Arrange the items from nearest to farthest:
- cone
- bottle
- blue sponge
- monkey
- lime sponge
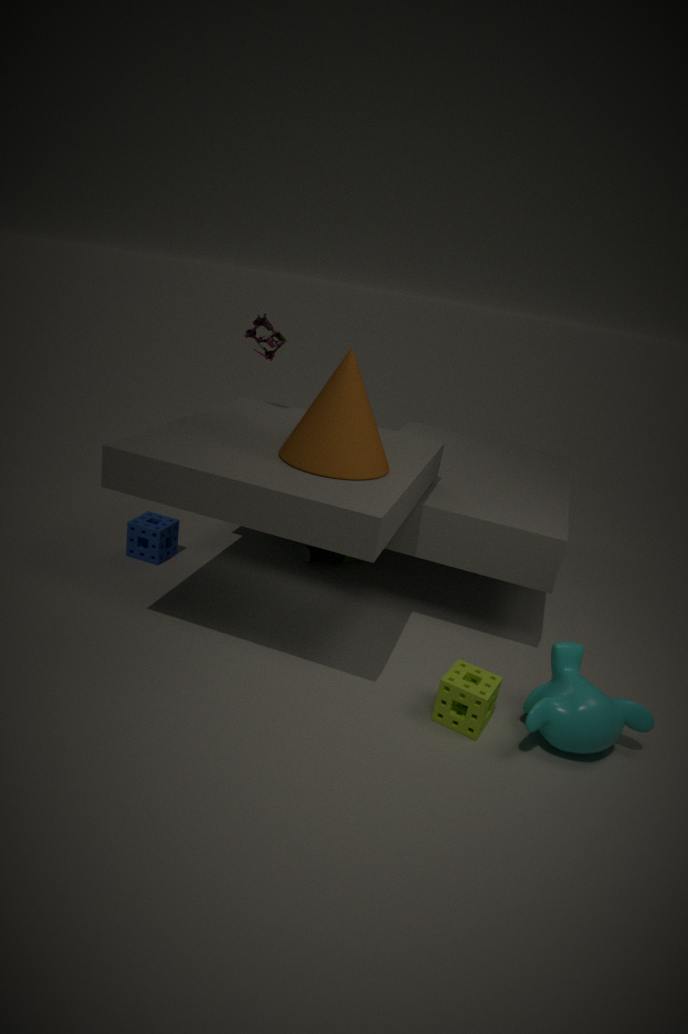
1. monkey
2. lime sponge
3. cone
4. blue sponge
5. bottle
